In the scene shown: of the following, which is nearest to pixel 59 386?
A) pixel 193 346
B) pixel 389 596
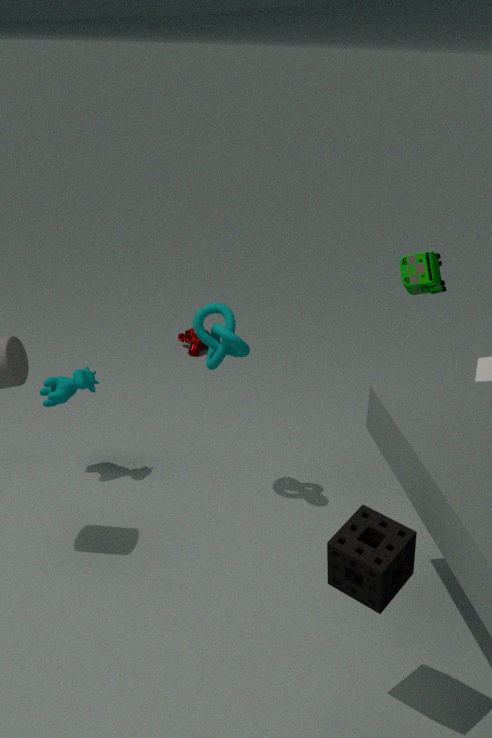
pixel 193 346
